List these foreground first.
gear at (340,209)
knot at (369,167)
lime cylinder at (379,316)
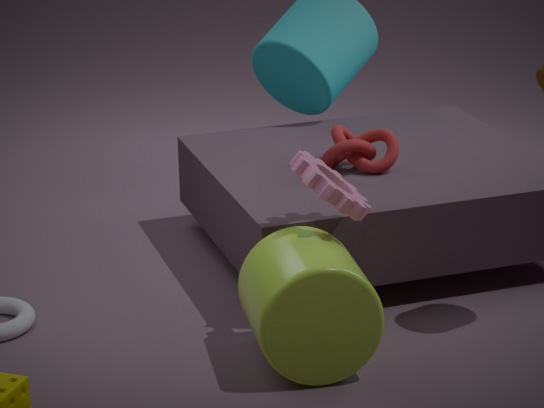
lime cylinder at (379,316) < gear at (340,209) < knot at (369,167)
